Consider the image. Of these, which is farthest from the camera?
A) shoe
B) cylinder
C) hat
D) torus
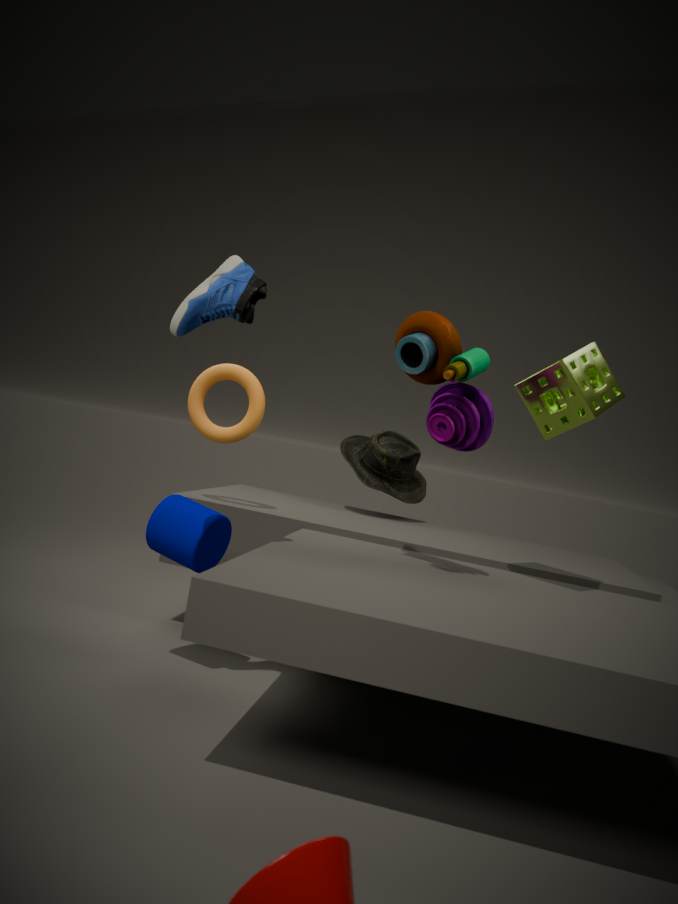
hat
